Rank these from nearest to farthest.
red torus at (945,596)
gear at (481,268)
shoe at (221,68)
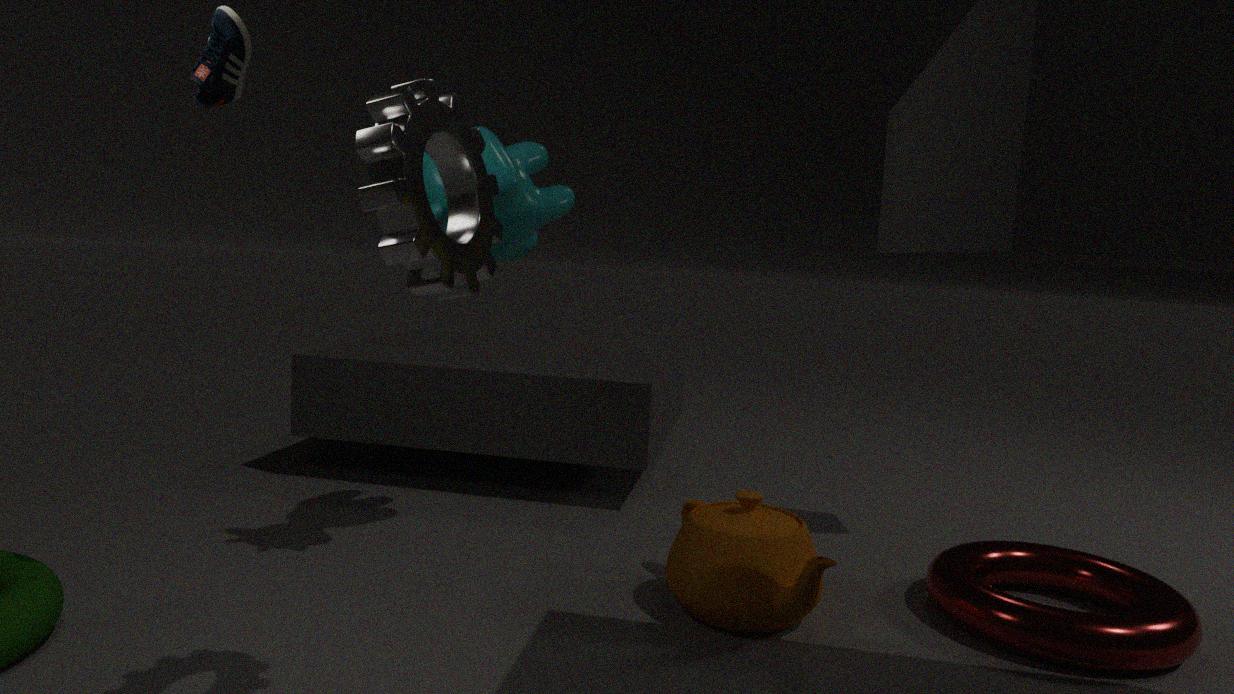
1. gear at (481,268)
2. shoe at (221,68)
3. red torus at (945,596)
